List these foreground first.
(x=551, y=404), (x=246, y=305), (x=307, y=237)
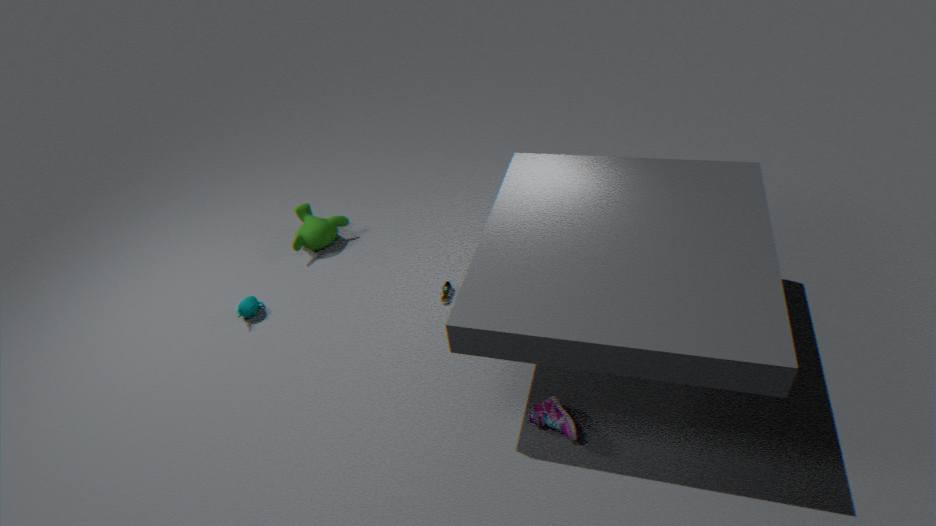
(x=551, y=404), (x=246, y=305), (x=307, y=237)
